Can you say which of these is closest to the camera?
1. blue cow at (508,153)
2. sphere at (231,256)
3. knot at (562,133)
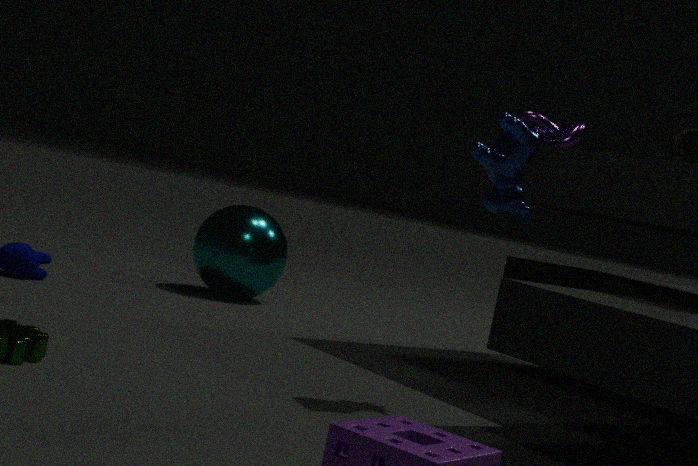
blue cow at (508,153)
